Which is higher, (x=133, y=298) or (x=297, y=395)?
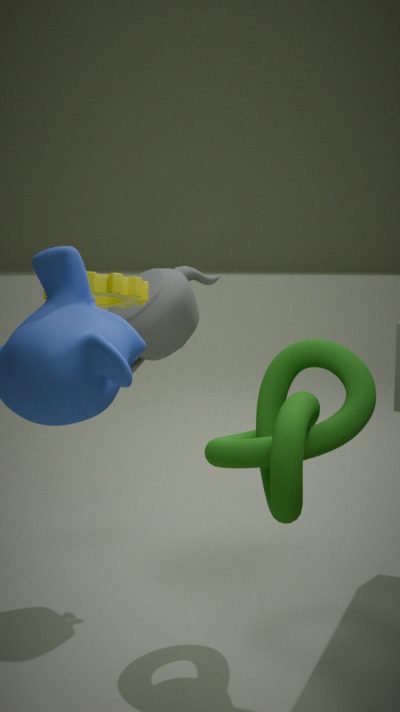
(x=133, y=298)
